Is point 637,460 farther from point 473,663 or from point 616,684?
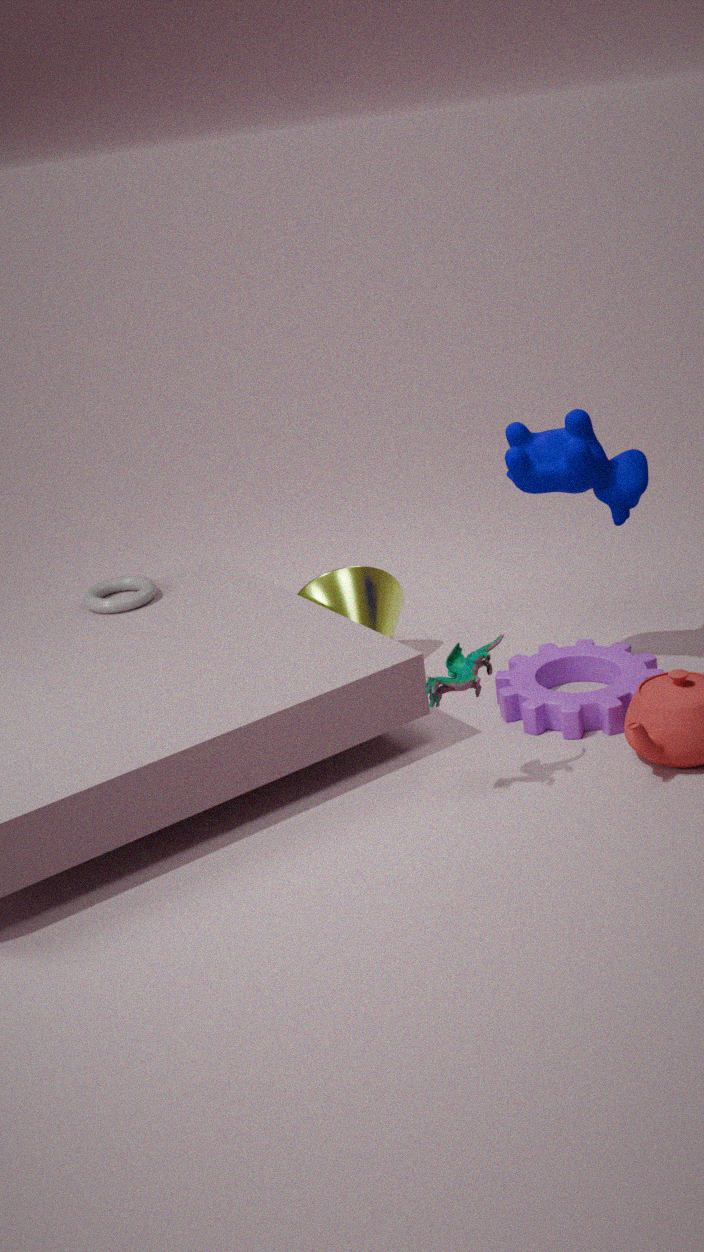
point 473,663
